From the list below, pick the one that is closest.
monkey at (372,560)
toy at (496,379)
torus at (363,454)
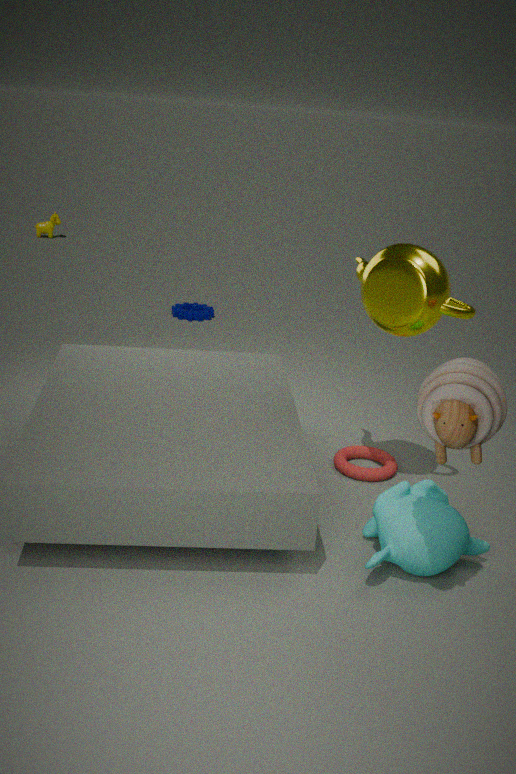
toy at (496,379)
